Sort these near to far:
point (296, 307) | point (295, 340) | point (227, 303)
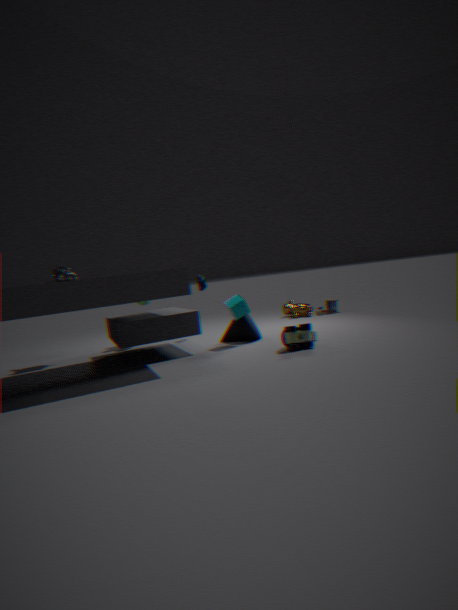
1. point (295, 340)
2. point (227, 303)
3. point (296, 307)
